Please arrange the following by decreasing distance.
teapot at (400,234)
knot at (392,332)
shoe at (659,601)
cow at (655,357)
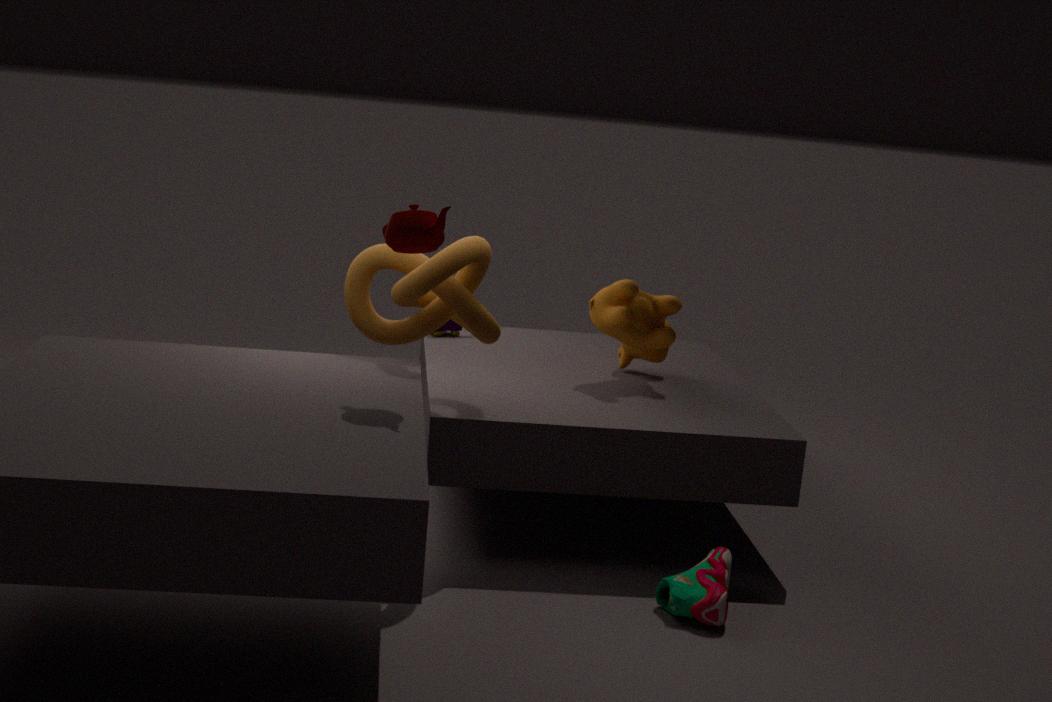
cow at (655,357), knot at (392,332), shoe at (659,601), teapot at (400,234)
